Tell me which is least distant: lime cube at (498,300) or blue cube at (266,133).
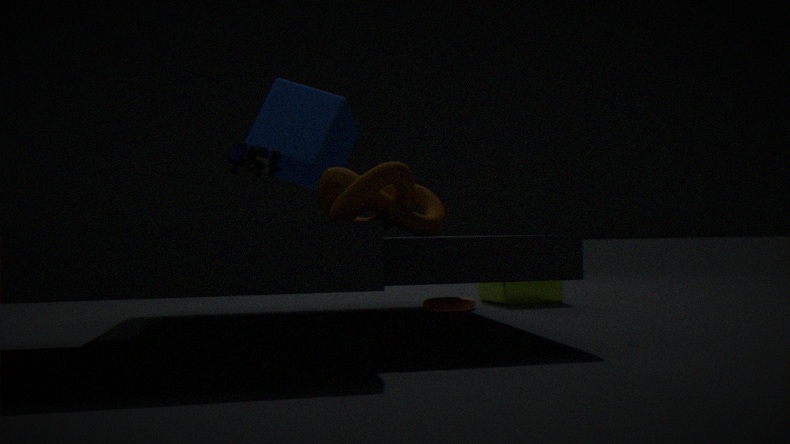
blue cube at (266,133)
